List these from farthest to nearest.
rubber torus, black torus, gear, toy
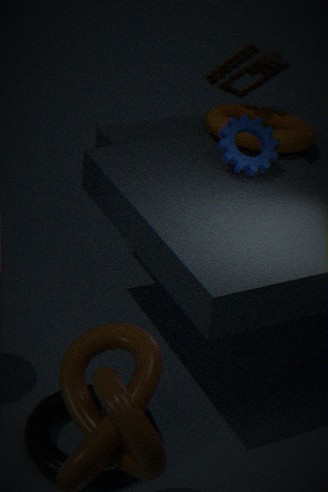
toy
rubber torus
gear
black torus
